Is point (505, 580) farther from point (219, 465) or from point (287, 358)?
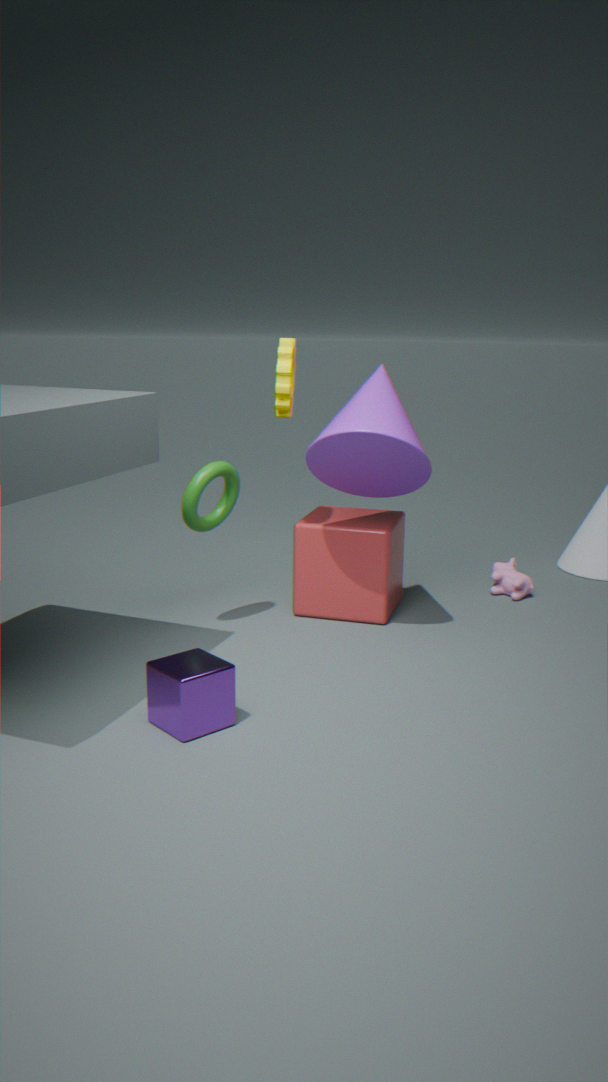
point (219, 465)
